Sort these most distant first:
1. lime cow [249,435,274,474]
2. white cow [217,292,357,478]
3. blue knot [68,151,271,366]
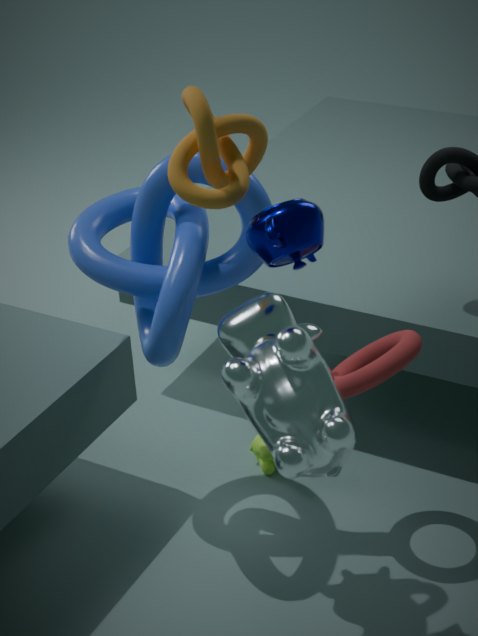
lime cow [249,435,274,474], blue knot [68,151,271,366], white cow [217,292,357,478]
